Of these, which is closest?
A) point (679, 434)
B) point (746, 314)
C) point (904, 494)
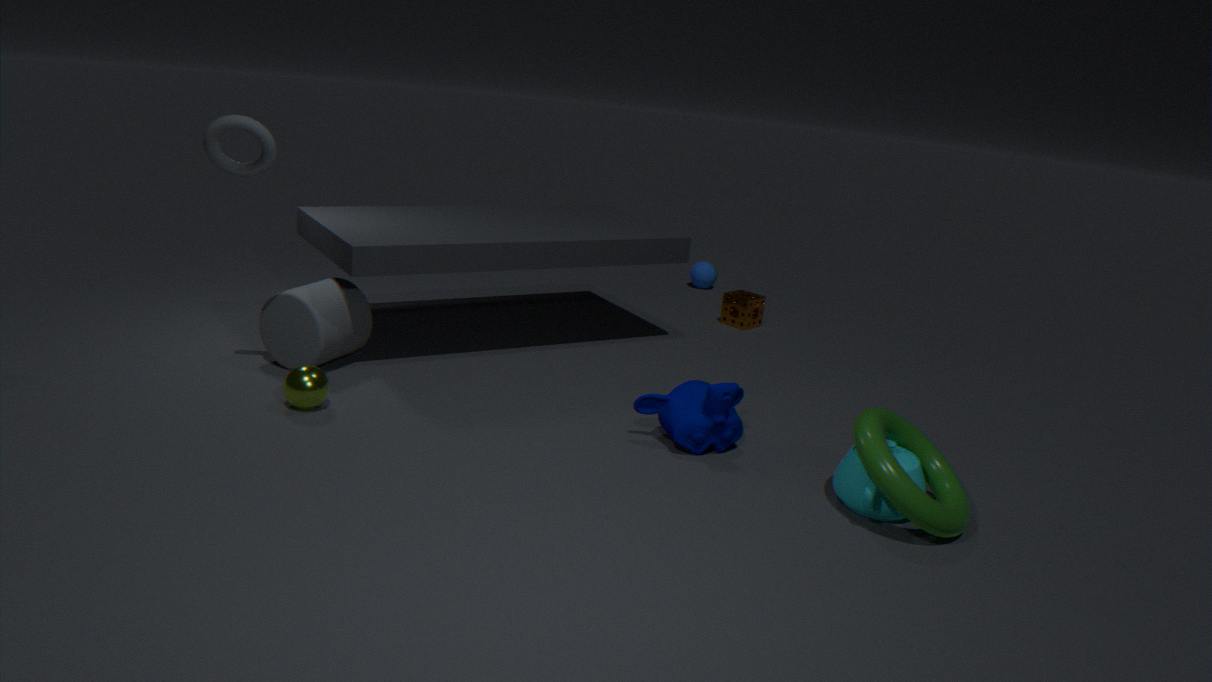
point (904, 494)
